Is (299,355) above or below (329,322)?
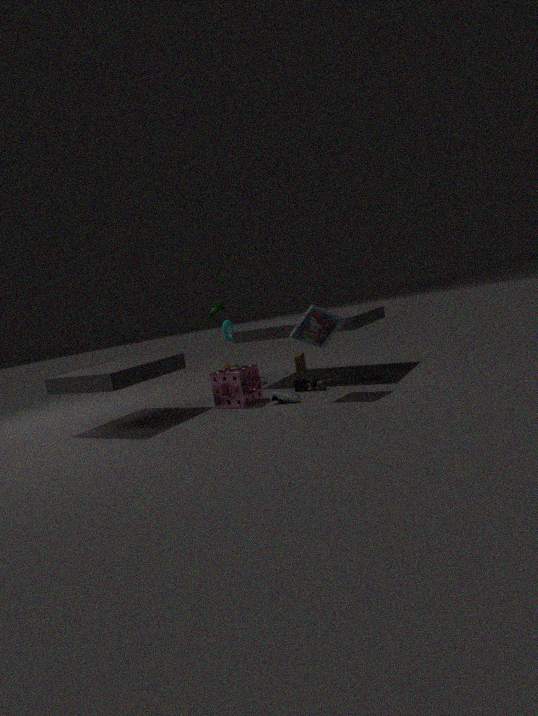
below
